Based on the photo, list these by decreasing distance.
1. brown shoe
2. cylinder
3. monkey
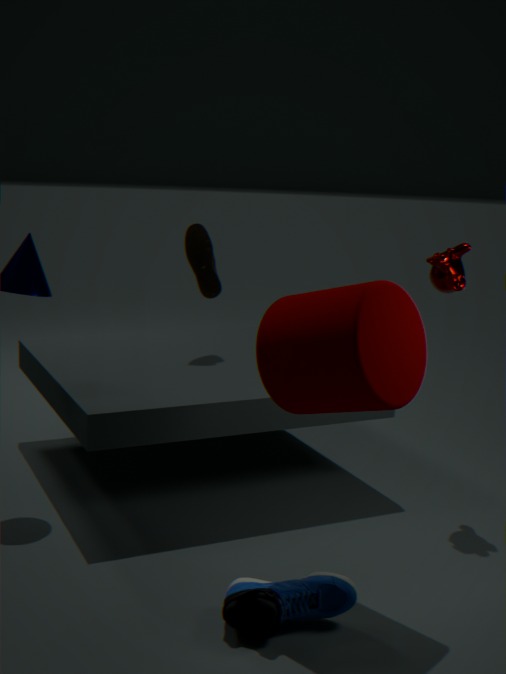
brown shoe → monkey → cylinder
